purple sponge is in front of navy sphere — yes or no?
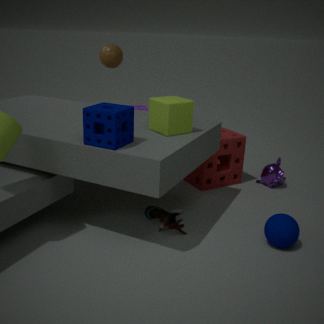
No
